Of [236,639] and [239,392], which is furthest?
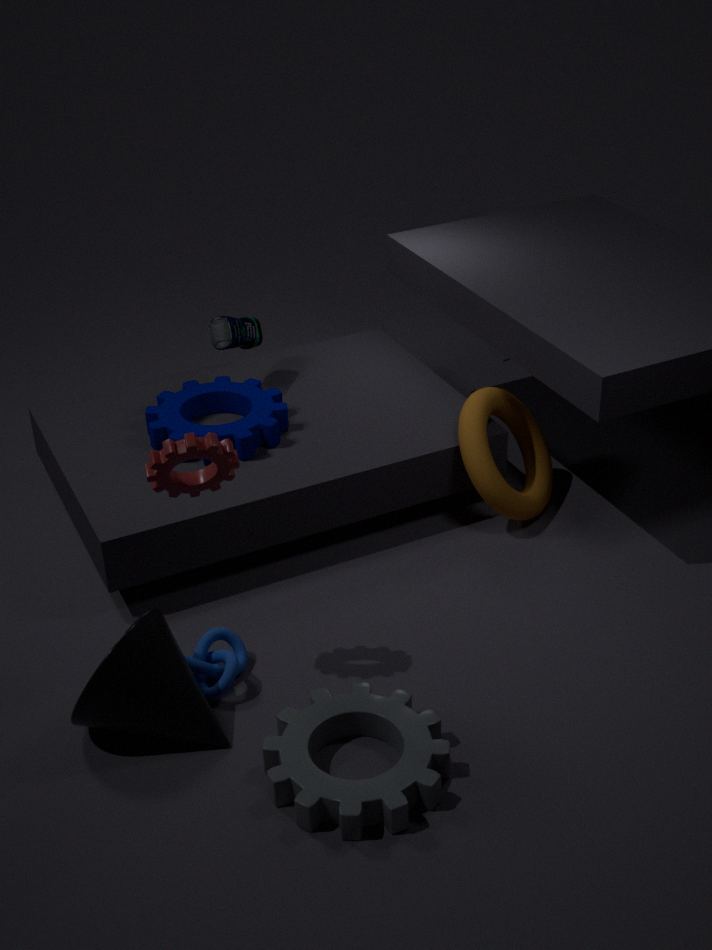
[239,392]
